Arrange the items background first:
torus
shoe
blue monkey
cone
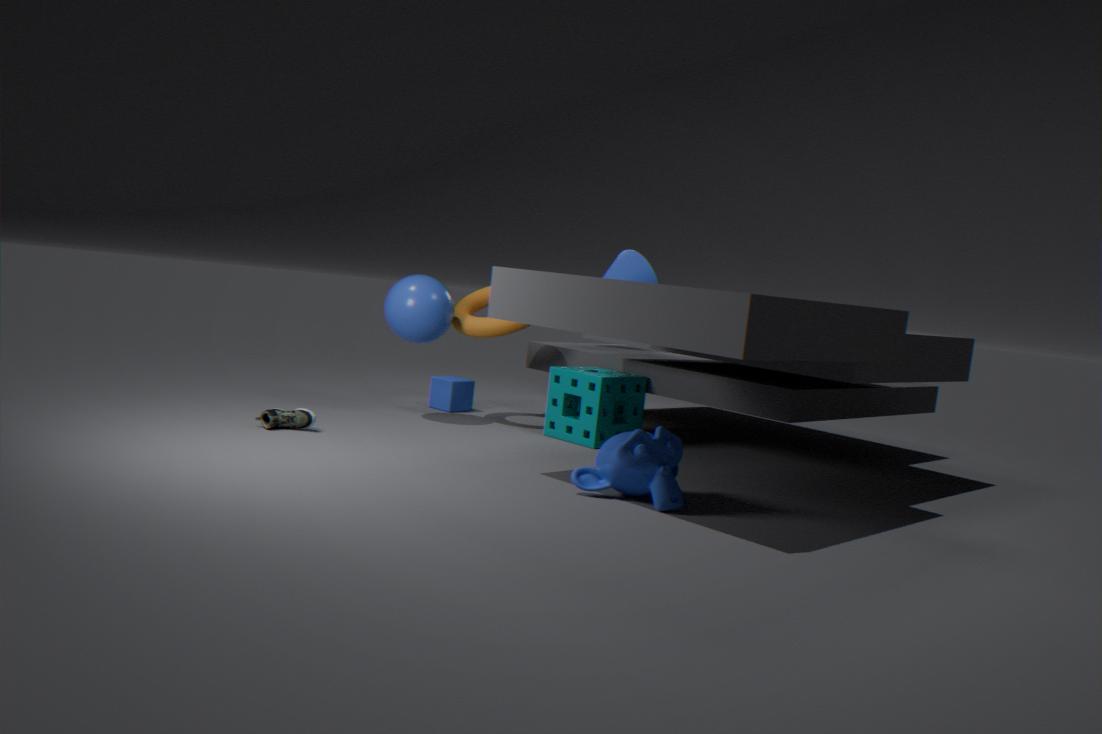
cone → torus → shoe → blue monkey
